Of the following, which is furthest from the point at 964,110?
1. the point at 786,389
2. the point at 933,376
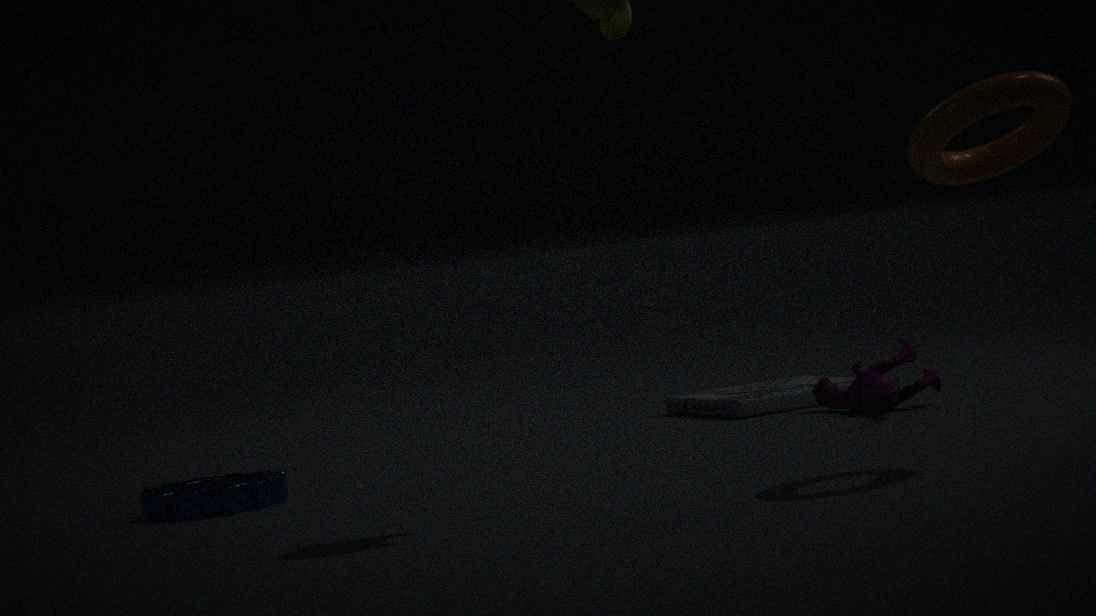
the point at 786,389
